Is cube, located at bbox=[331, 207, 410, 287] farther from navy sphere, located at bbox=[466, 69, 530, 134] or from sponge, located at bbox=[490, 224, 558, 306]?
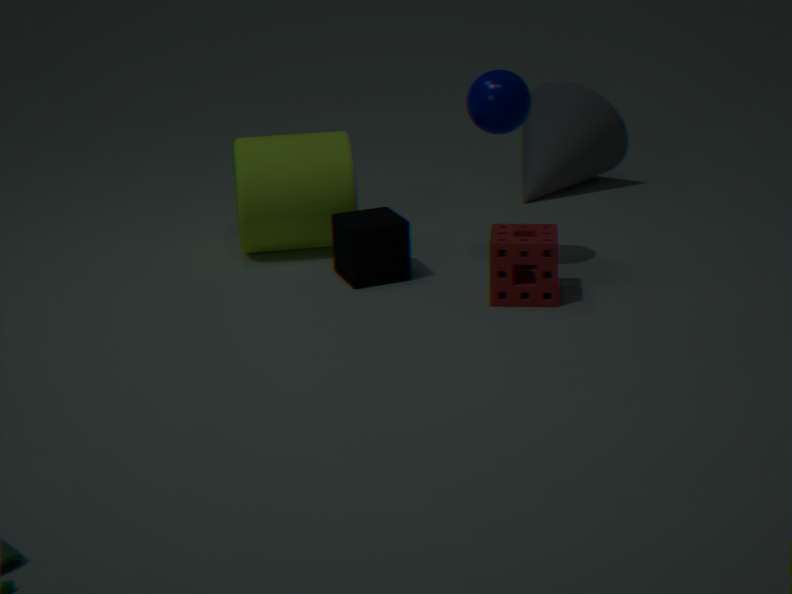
navy sphere, located at bbox=[466, 69, 530, 134]
